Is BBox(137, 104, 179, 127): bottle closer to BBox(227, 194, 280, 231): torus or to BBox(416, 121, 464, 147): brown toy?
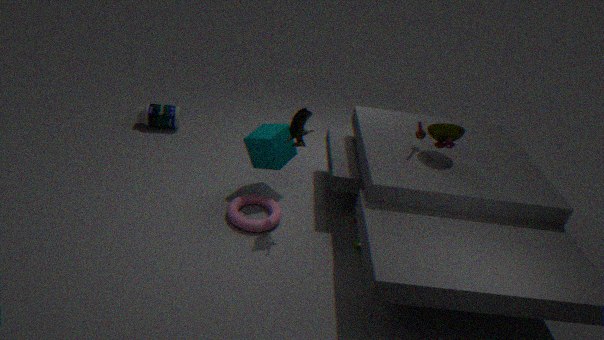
BBox(227, 194, 280, 231): torus
